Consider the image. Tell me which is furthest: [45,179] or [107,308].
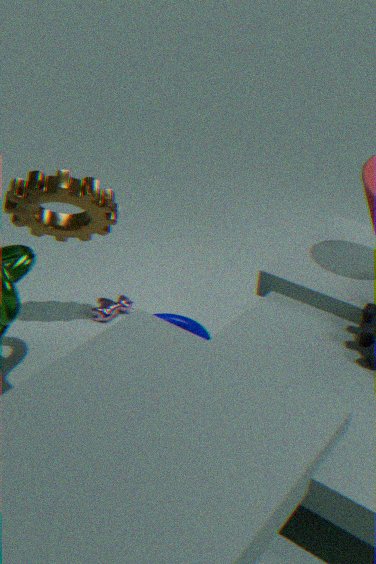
[107,308]
